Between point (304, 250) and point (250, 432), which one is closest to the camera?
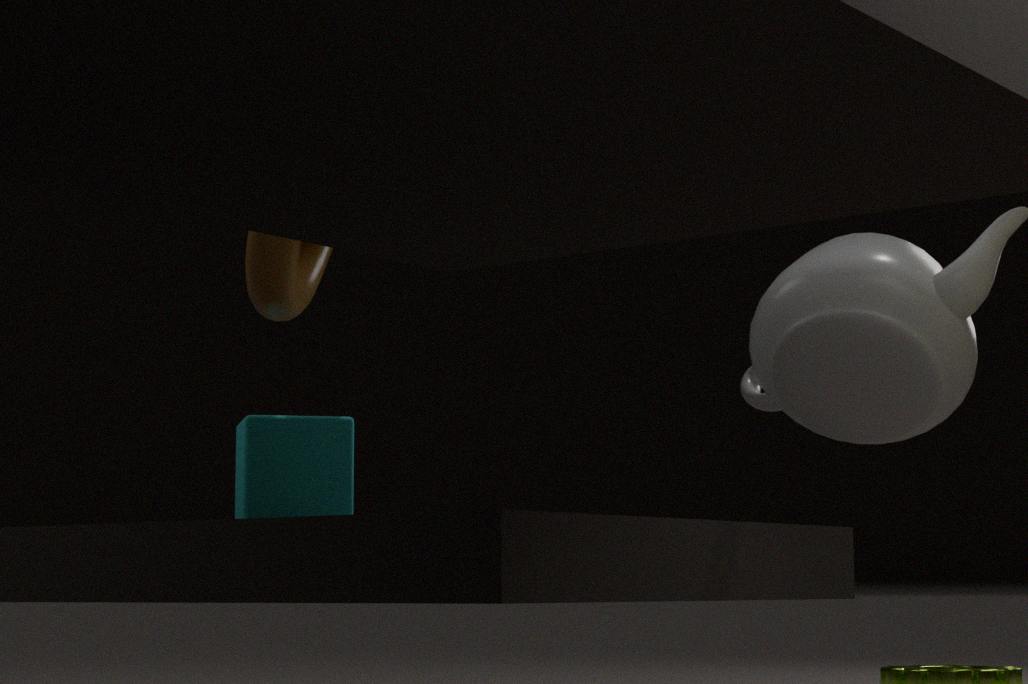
point (250, 432)
